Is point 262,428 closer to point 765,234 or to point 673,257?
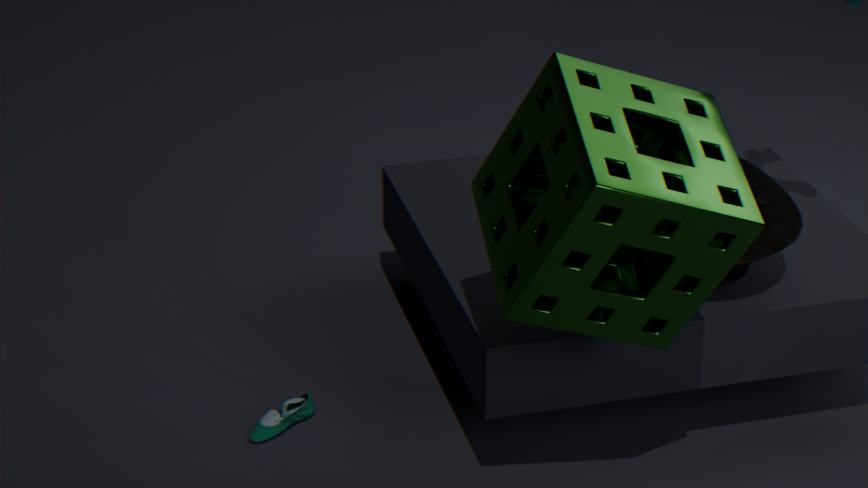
point 673,257
